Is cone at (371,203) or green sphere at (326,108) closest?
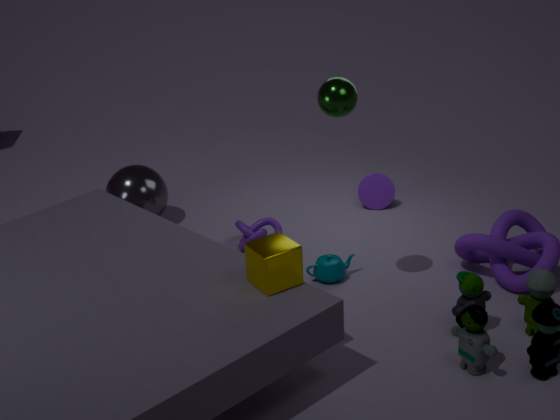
green sphere at (326,108)
